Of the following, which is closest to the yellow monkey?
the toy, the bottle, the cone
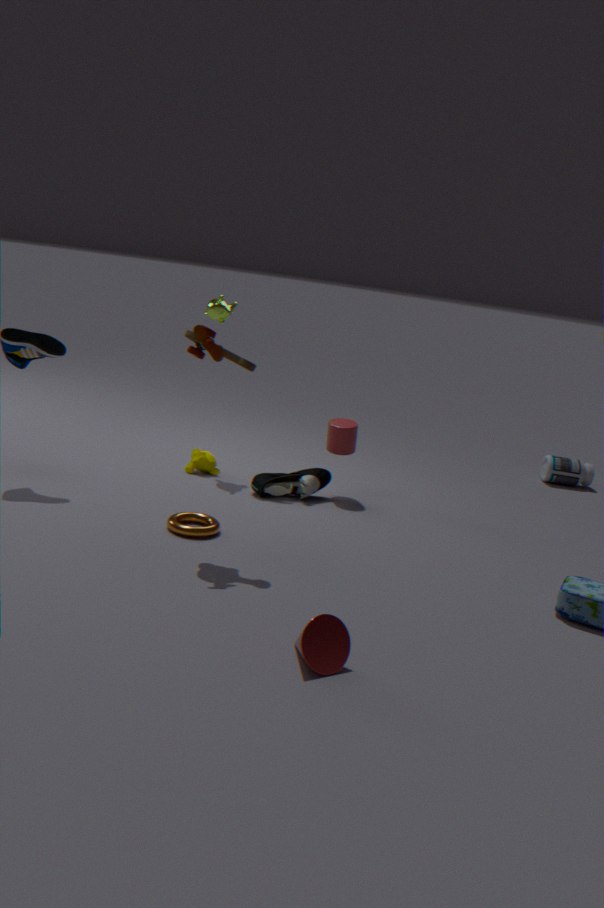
the toy
